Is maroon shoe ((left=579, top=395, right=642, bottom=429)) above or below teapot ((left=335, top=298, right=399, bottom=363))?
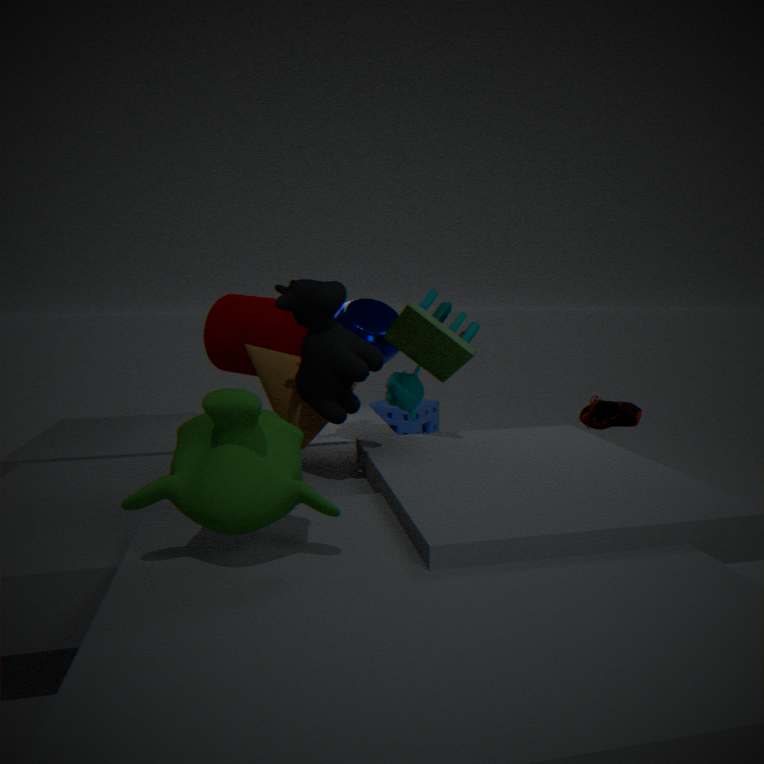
below
